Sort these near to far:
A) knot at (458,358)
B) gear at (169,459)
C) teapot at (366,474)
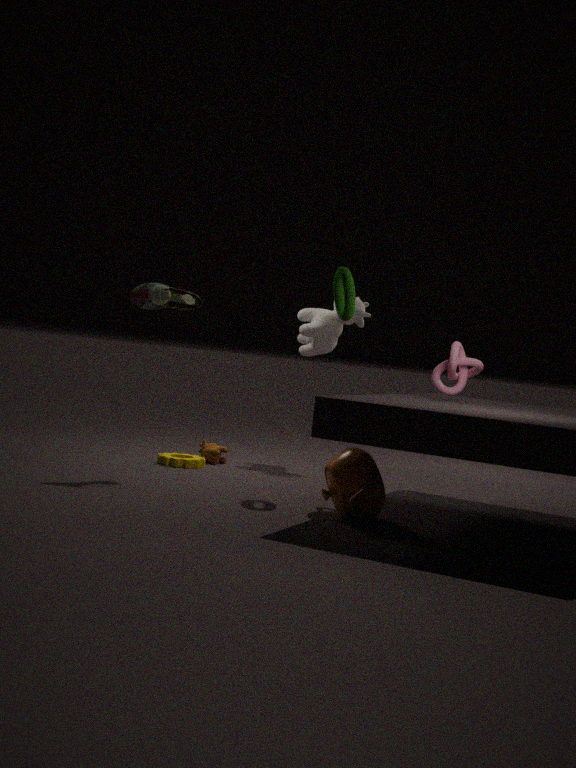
teapot at (366,474), knot at (458,358), gear at (169,459)
